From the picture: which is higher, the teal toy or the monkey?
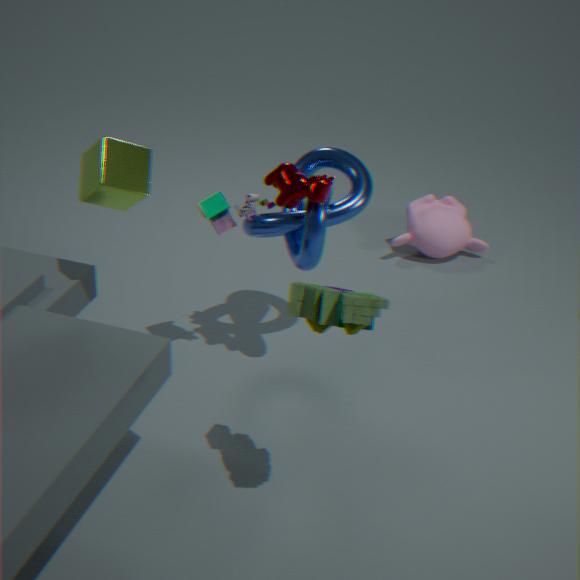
the teal toy
